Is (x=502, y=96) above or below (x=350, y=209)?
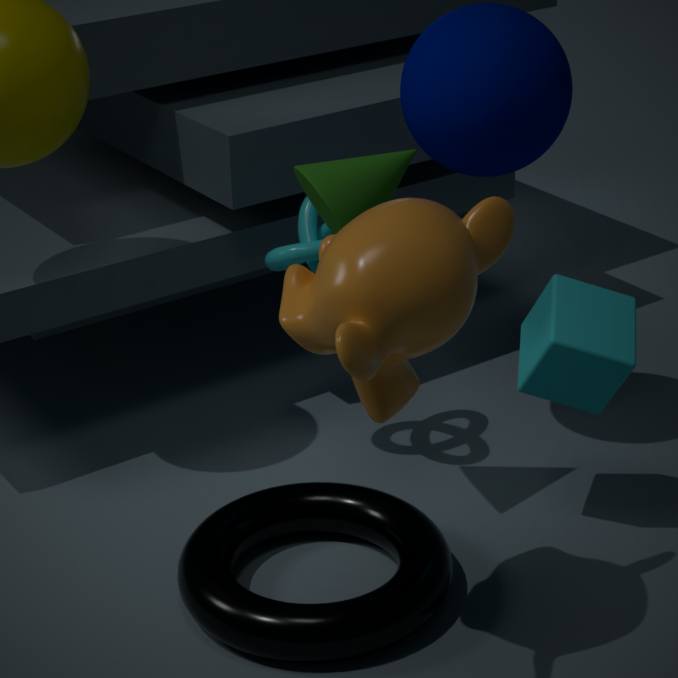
above
